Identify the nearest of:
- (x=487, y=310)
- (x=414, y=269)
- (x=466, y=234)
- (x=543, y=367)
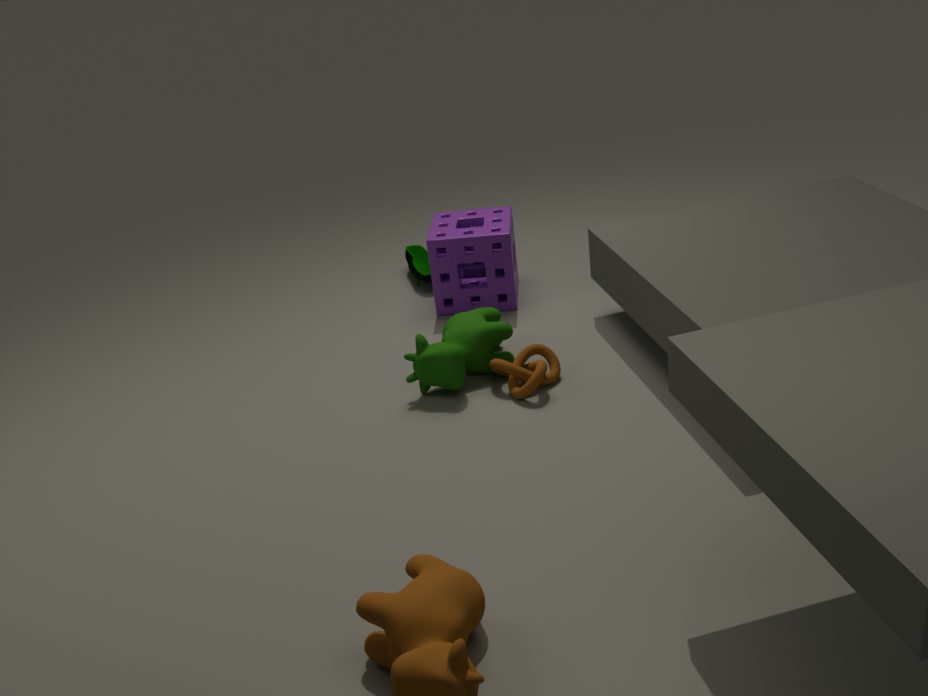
(x=543, y=367)
